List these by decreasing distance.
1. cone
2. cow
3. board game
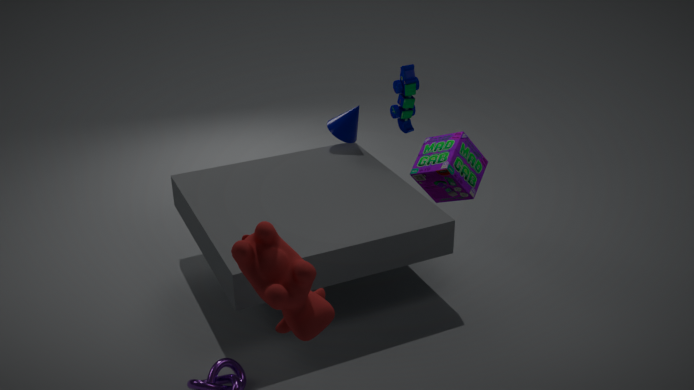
cone
board game
cow
